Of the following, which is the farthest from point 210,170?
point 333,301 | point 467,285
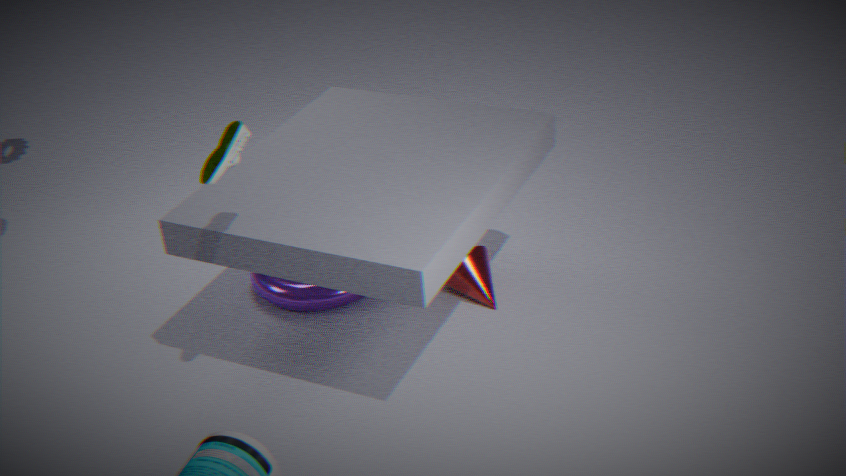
point 467,285
